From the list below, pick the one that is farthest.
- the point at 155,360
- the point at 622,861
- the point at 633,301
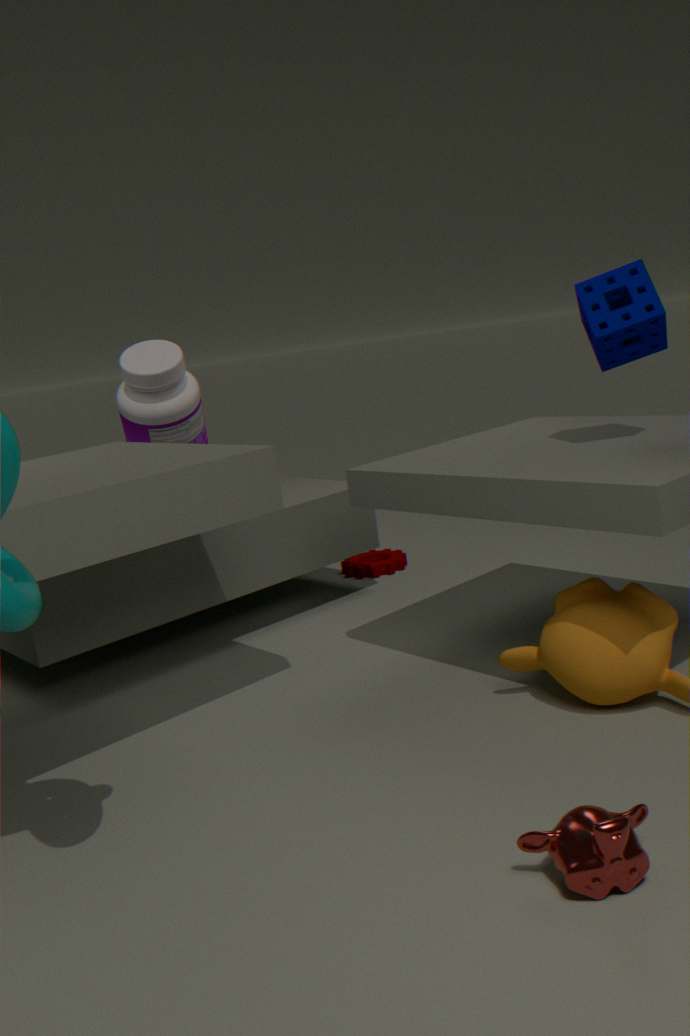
the point at 155,360
